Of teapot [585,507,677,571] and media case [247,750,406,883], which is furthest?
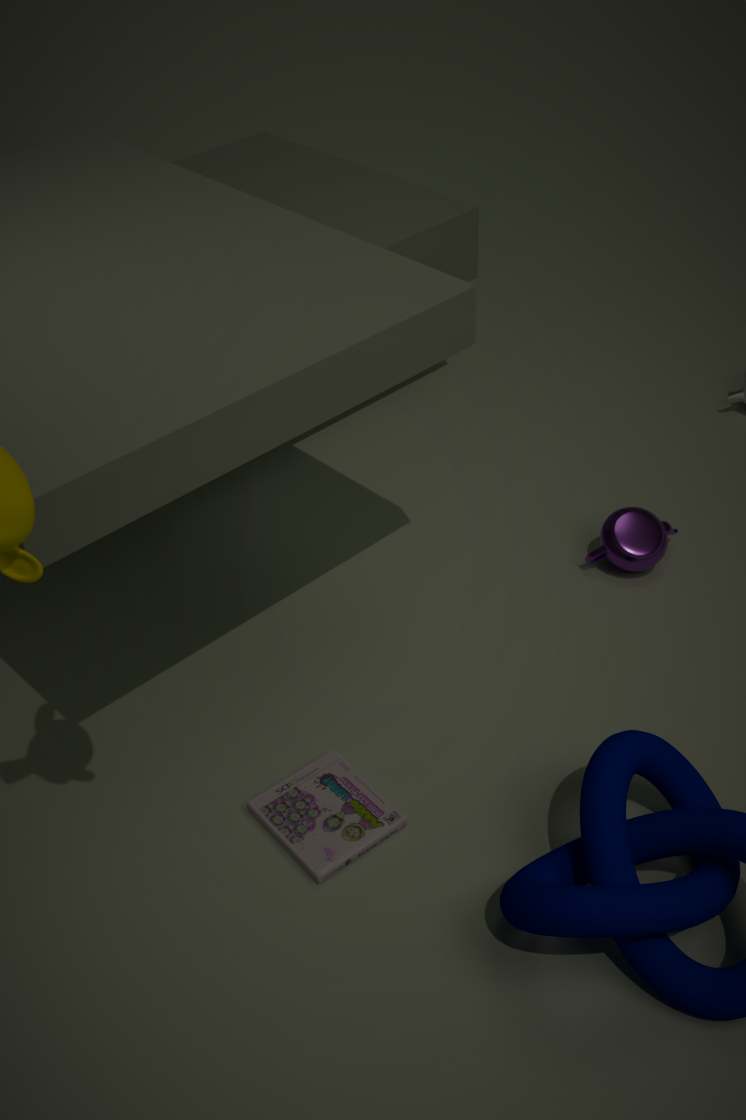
teapot [585,507,677,571]
